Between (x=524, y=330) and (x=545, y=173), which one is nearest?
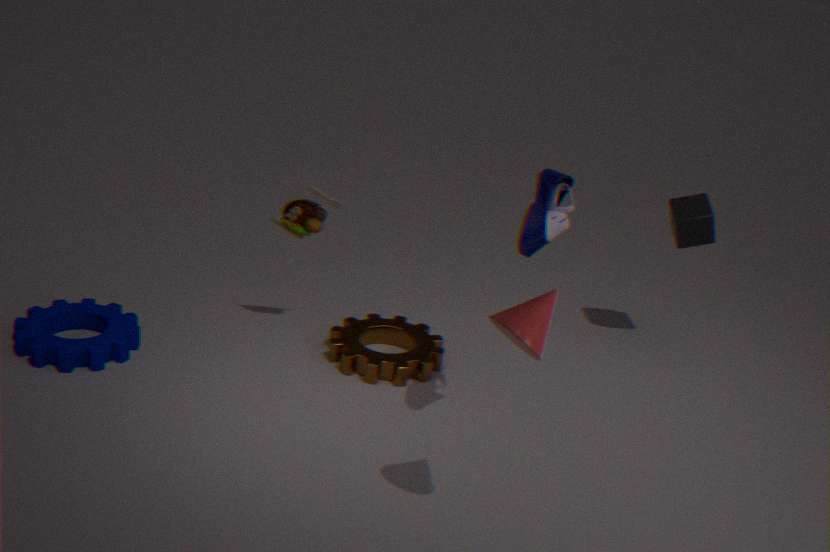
(x=524, y=330)
